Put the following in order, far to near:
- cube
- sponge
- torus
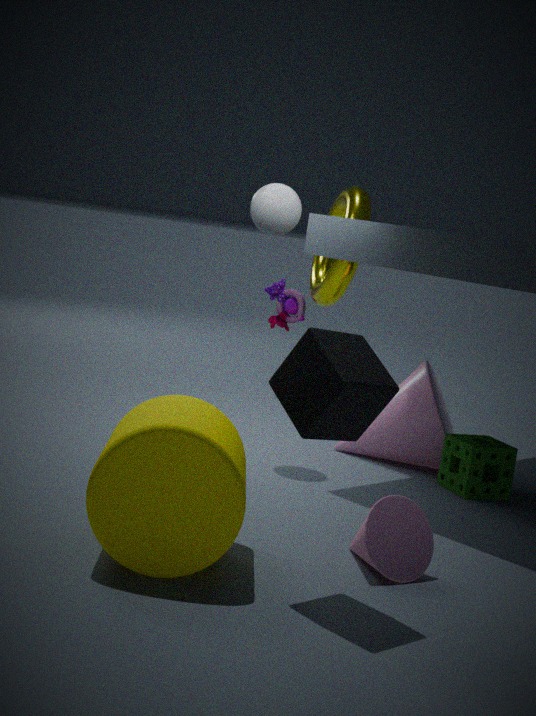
torus, sponge, cube
